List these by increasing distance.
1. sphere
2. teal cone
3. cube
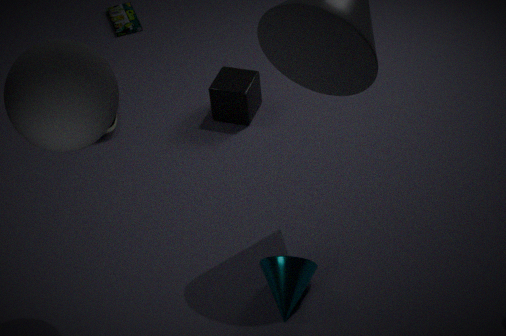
sphere
teal cone
cube
